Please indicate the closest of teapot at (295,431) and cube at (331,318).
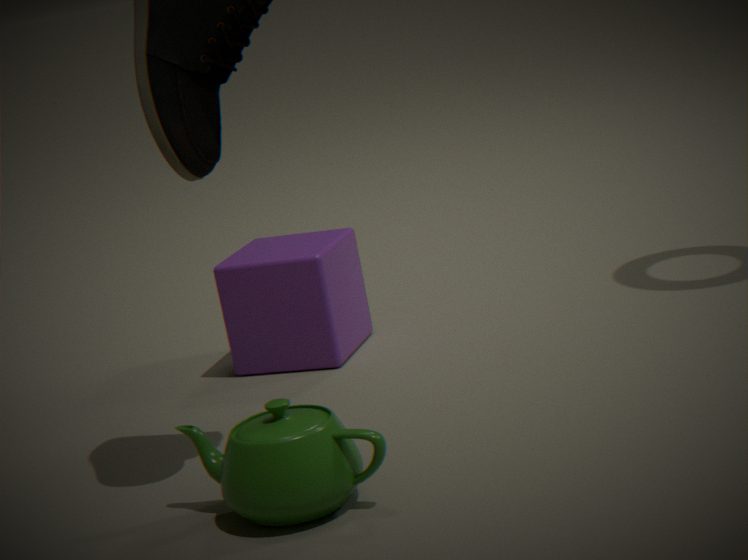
teapot at (295,431)
